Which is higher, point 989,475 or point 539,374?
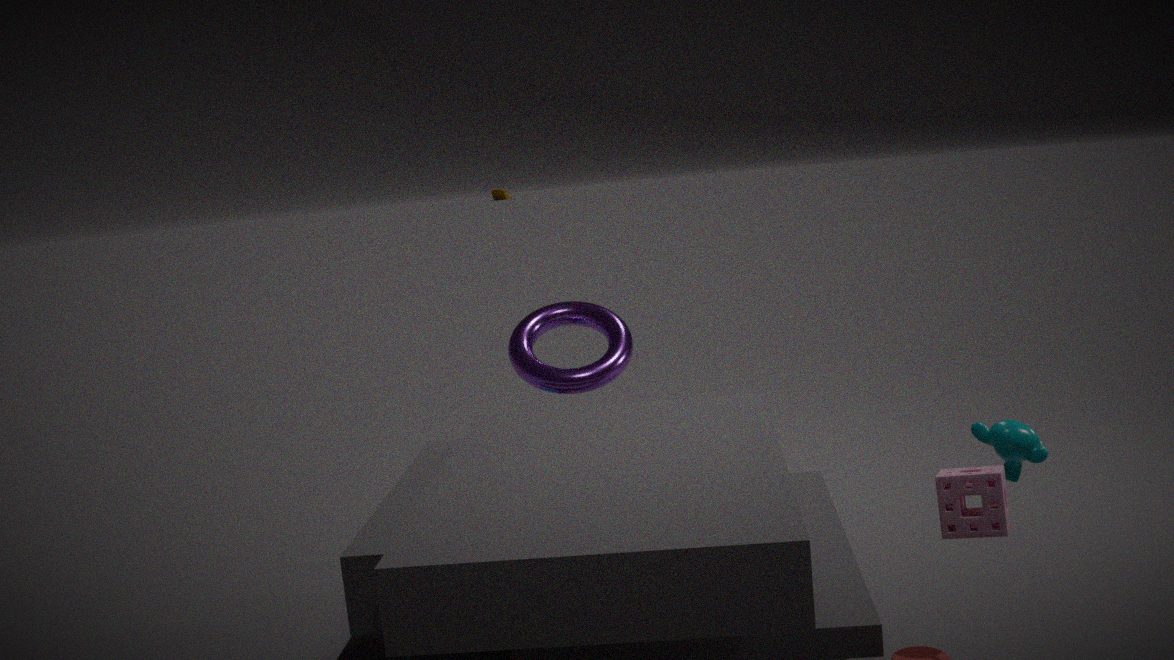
point 539,374
